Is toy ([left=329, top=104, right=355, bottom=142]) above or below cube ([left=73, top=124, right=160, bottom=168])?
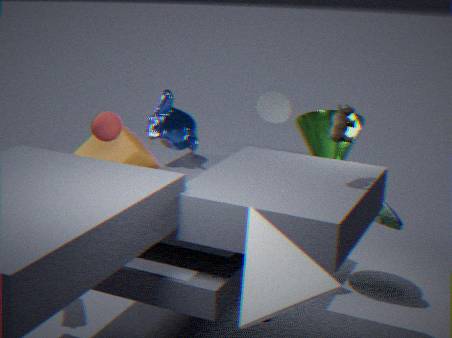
above
